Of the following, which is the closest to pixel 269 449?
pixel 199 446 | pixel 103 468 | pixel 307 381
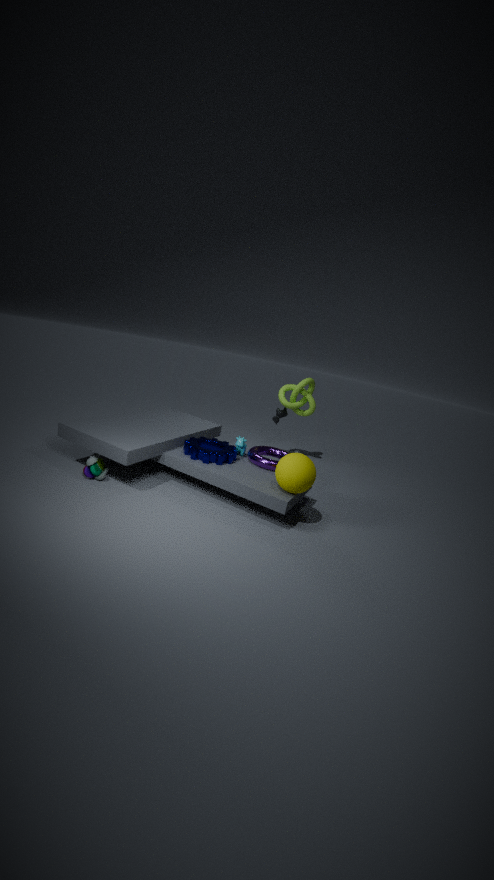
pixel 199 446
